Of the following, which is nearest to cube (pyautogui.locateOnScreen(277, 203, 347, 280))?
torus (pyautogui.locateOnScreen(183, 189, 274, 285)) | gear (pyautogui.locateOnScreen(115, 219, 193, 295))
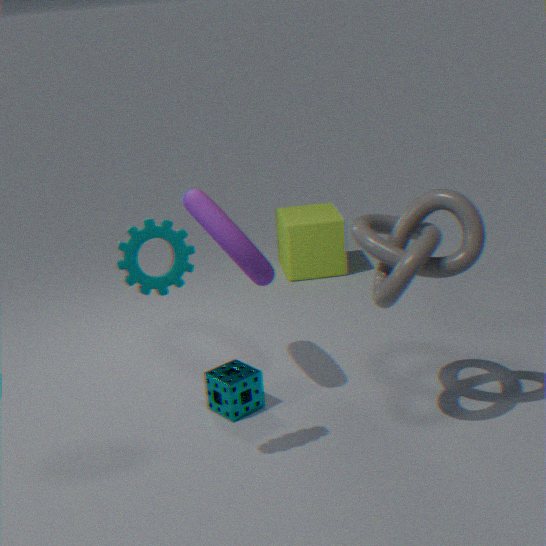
torus (pyautogui.locateOnScreen(183, 189, 274, 285))
